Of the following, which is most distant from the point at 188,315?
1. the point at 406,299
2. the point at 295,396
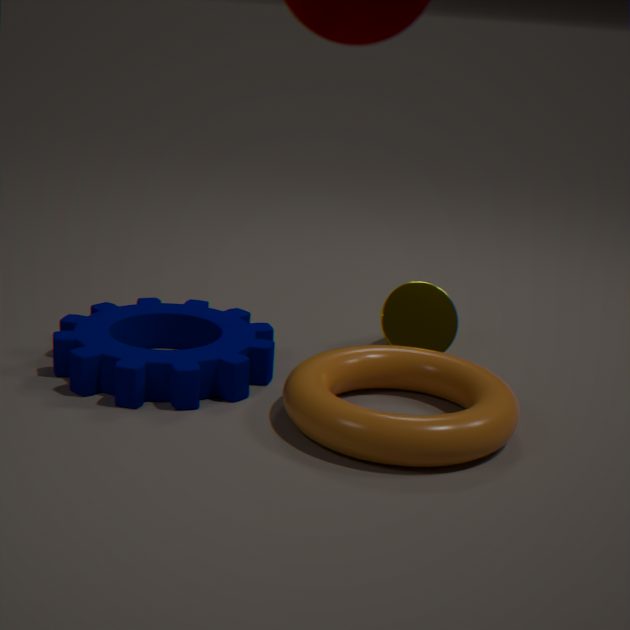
the point at 406,299
